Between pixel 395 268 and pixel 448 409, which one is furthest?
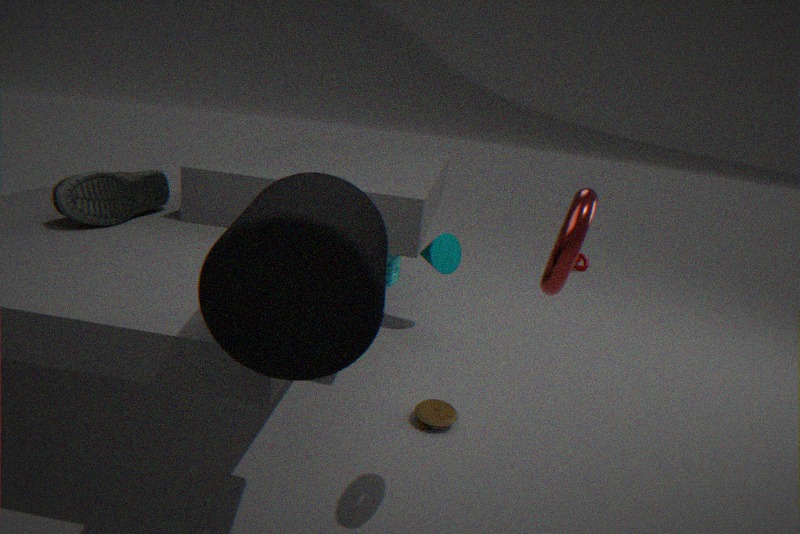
pixel 395 268
